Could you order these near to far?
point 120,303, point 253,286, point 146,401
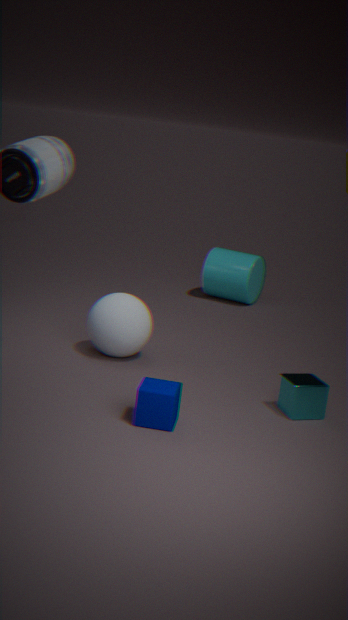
point 146,401 → point 120,303 → point 253,286
